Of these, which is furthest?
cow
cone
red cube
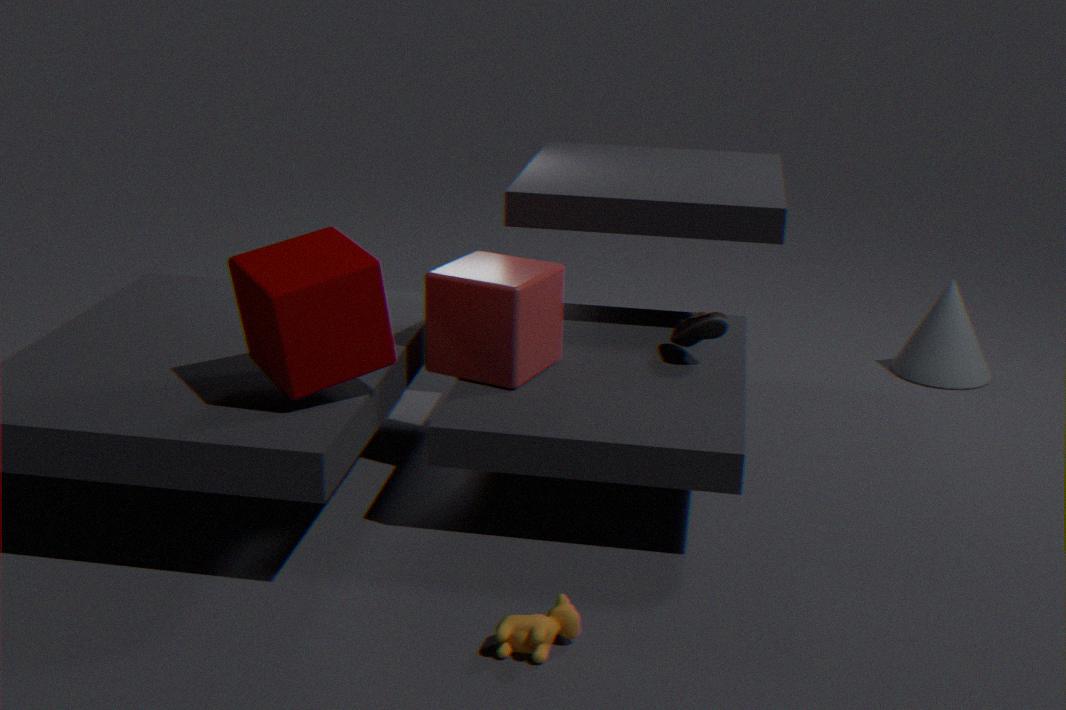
cone
